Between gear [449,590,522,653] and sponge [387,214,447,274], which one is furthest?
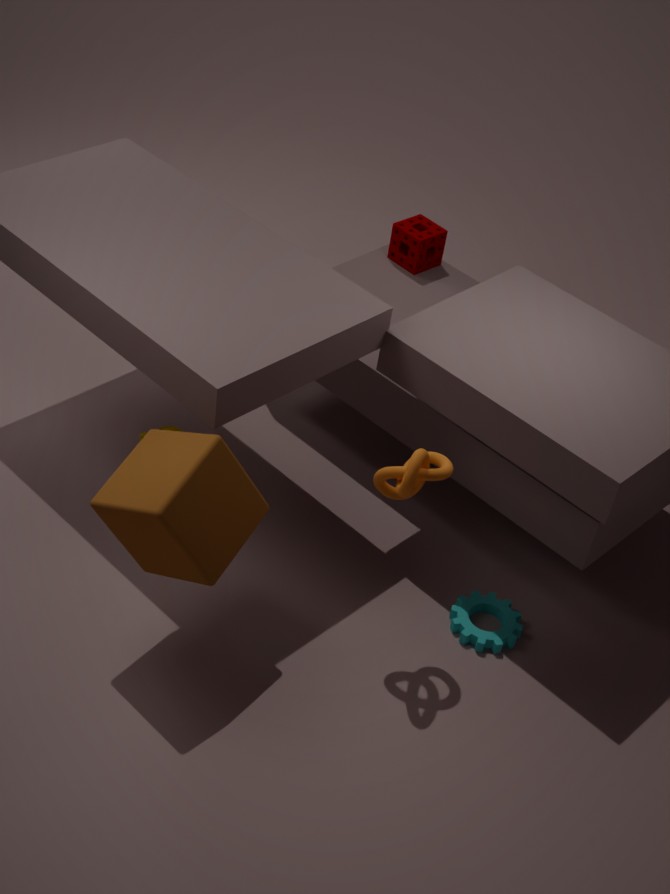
sponge [387,214,447,274]
